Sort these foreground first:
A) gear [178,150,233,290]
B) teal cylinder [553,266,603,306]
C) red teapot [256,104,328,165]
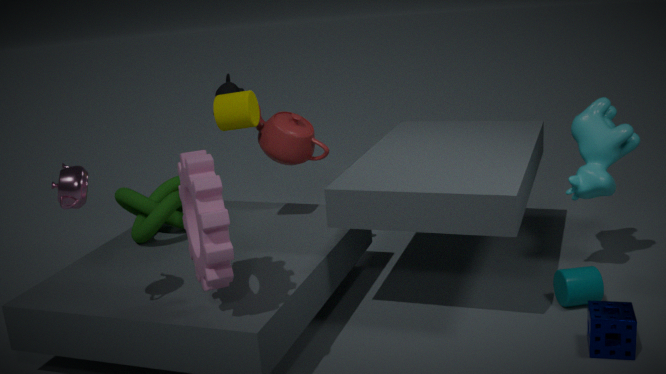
gear [178,150,233,290] < teal cylinder [553,266,603,306] < red teapot [256,104,328,165]
